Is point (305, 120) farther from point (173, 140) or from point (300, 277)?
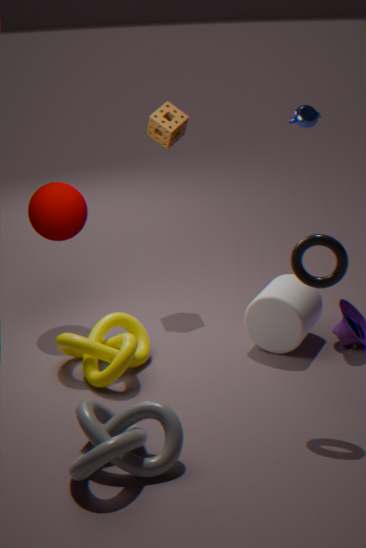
point (300, 277)
